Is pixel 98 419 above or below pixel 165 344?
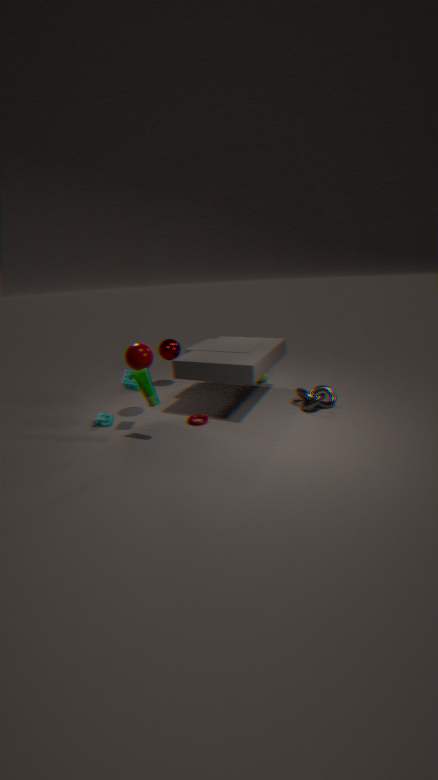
below
